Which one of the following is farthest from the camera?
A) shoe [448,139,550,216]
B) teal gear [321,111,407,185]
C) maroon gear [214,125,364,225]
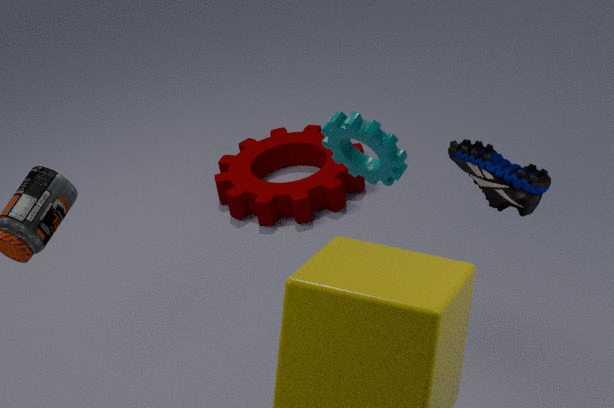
maroon gear [214,125,364,225]
